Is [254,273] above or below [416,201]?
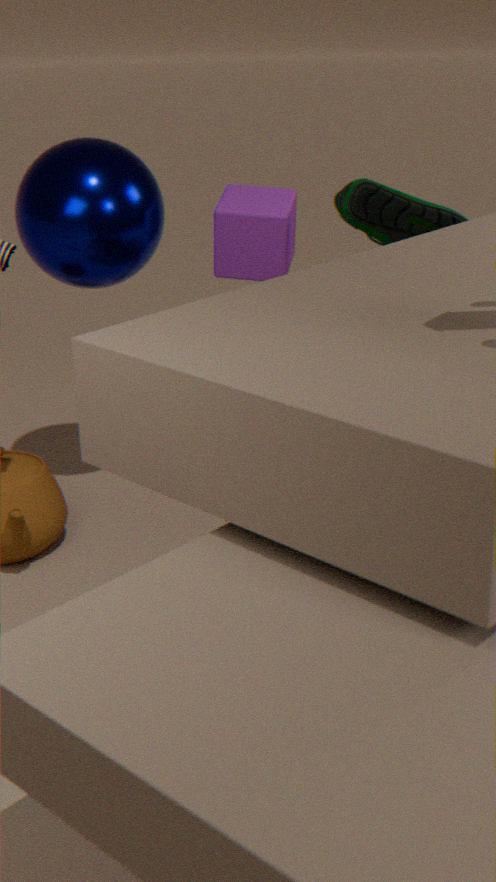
below
